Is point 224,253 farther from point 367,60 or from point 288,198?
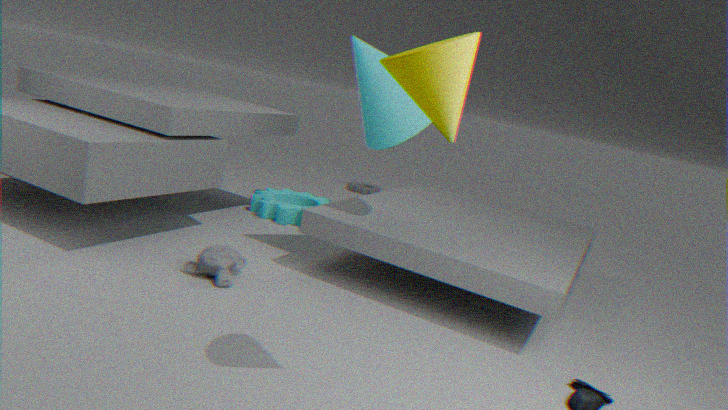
point 288,198
